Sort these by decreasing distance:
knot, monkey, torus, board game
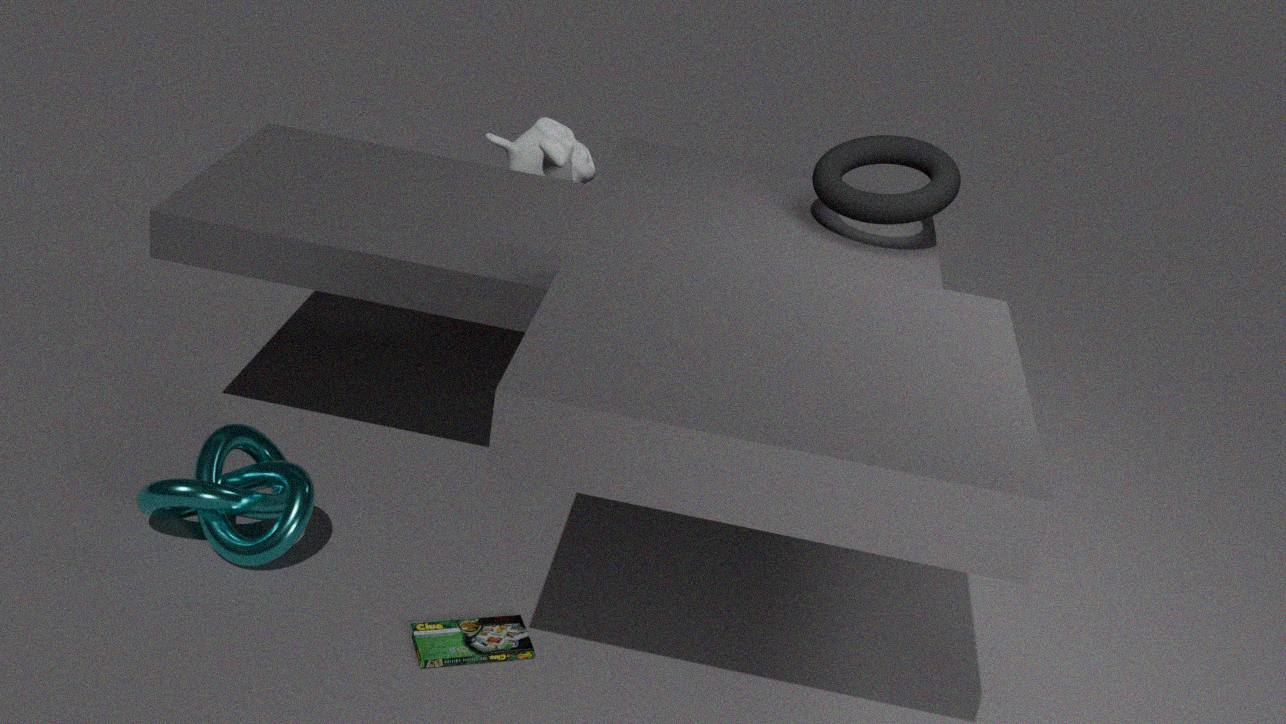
monkey, torus, knot, board game
